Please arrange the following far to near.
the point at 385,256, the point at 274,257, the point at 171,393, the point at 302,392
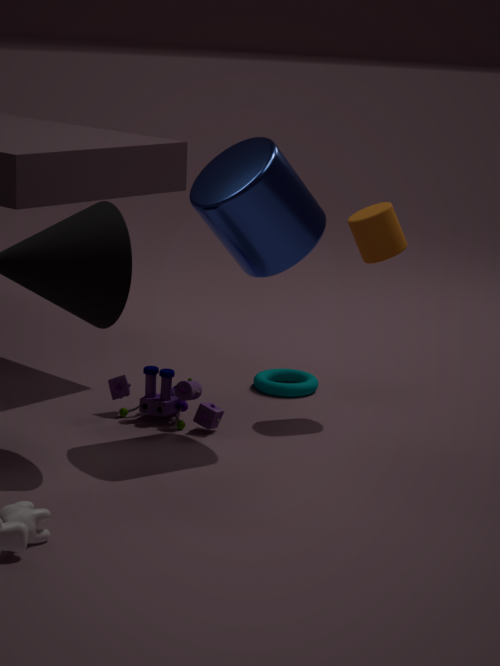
1. the point at 302,392
2. the point at 171,393
3. the point at 385,256
4. the point at 274,257
